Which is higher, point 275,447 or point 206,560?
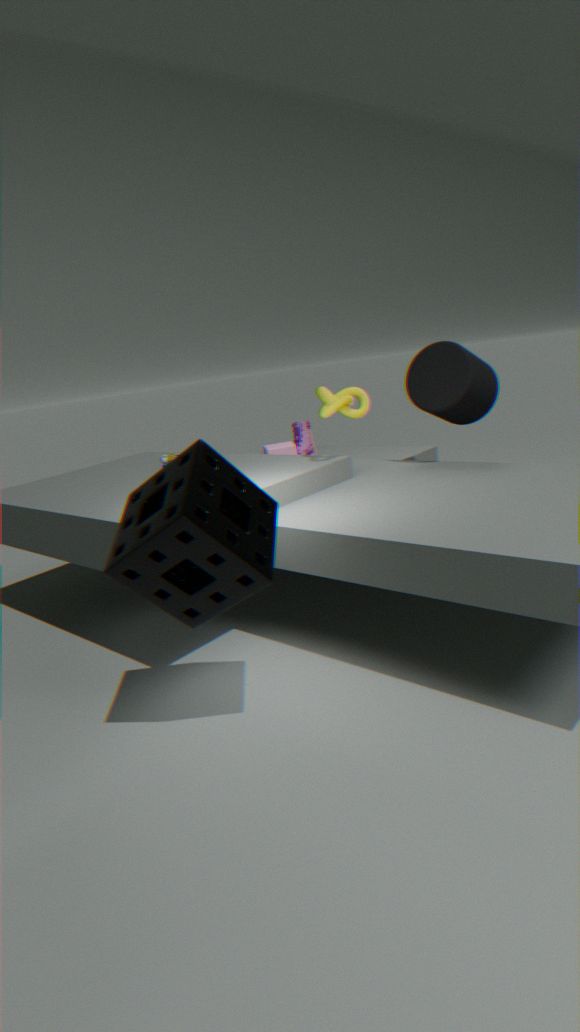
point 206,560
